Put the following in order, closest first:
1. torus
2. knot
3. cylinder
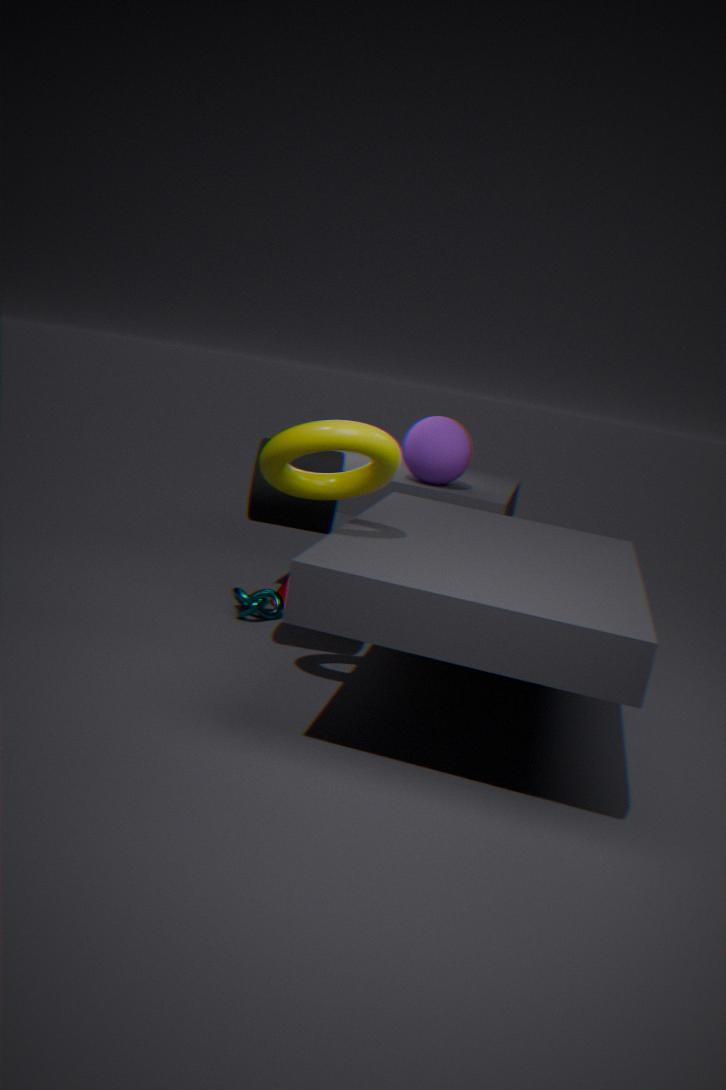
1. torus
2. cylinder
3. knot
